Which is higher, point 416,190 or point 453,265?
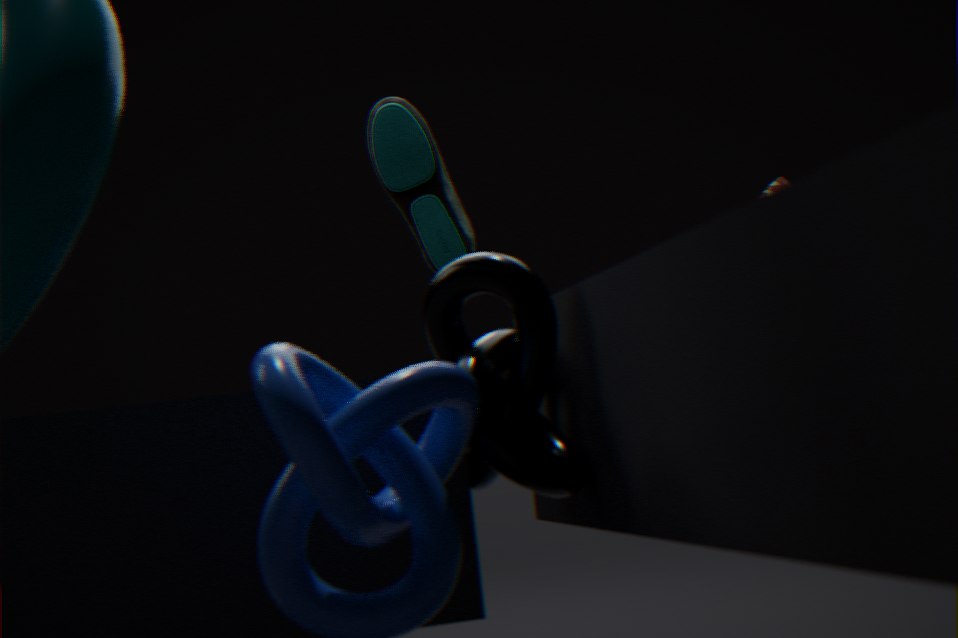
point 416,190
